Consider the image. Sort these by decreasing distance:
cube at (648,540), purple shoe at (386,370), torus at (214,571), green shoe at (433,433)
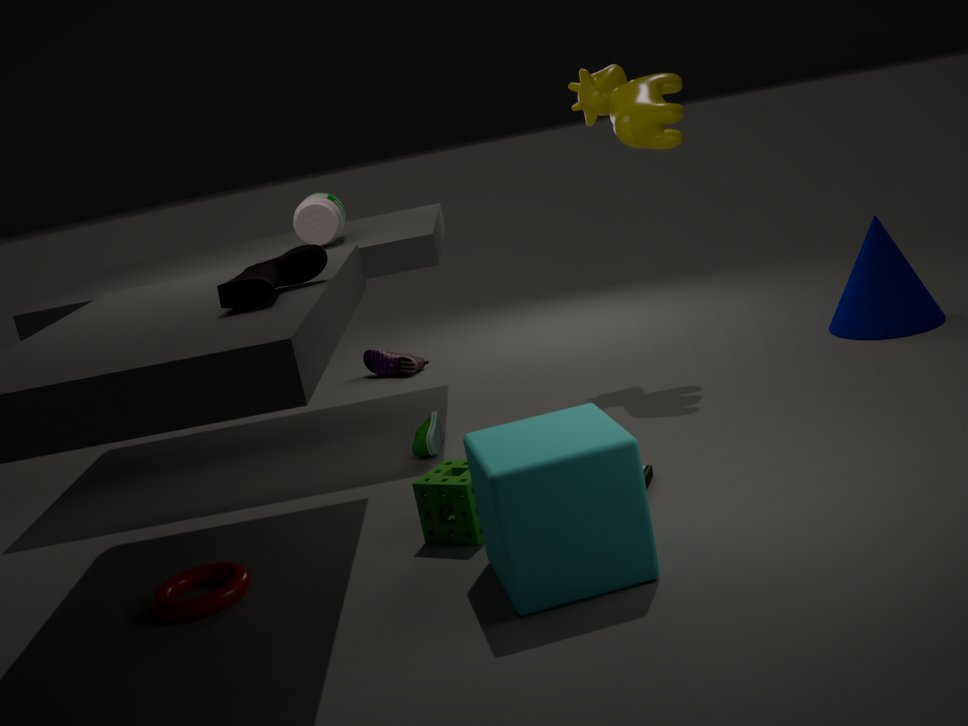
purple shoe at (386,370) < green shoe at (433,433) < torus at (214,571) < cube at (648,540)
